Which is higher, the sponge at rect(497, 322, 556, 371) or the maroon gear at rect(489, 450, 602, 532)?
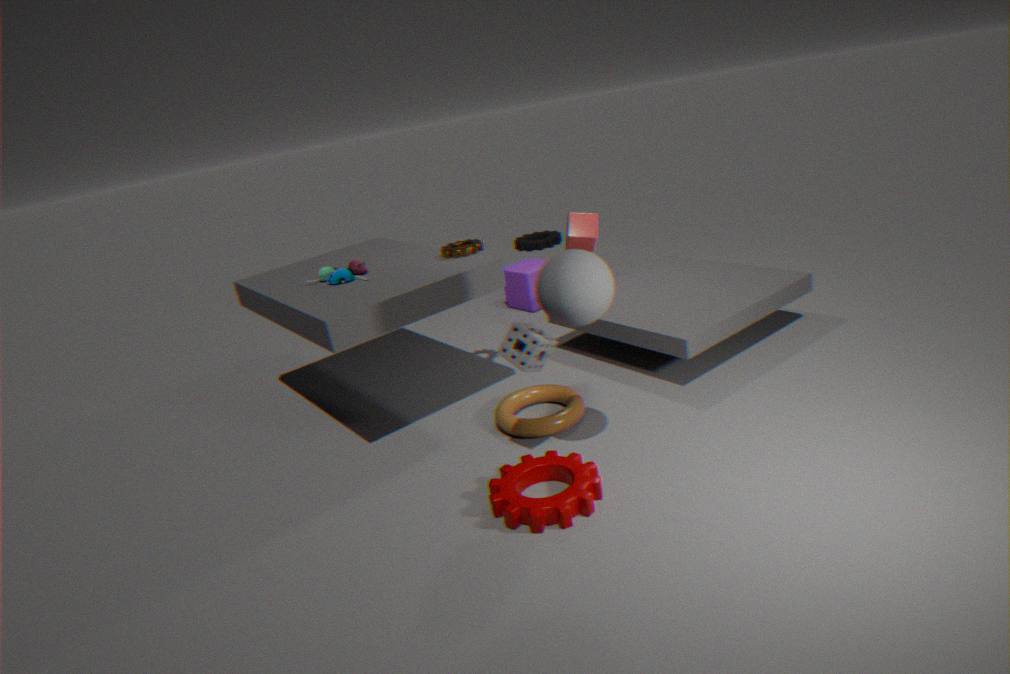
the sponge at rect(497, 322, 556, 371)
